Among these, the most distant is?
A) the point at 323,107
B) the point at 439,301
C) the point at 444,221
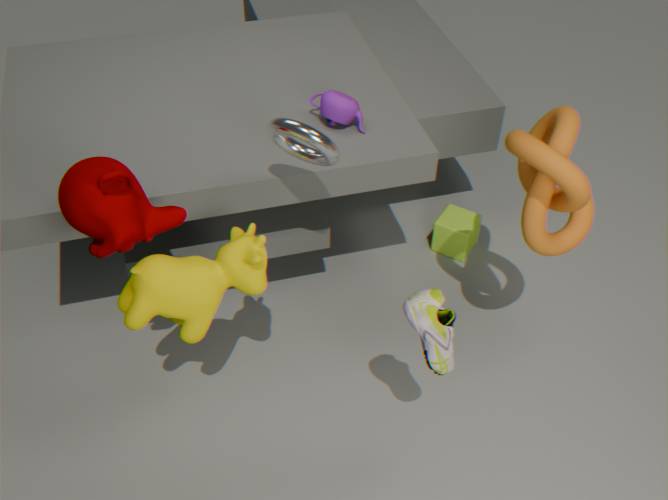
the point at 444,221
